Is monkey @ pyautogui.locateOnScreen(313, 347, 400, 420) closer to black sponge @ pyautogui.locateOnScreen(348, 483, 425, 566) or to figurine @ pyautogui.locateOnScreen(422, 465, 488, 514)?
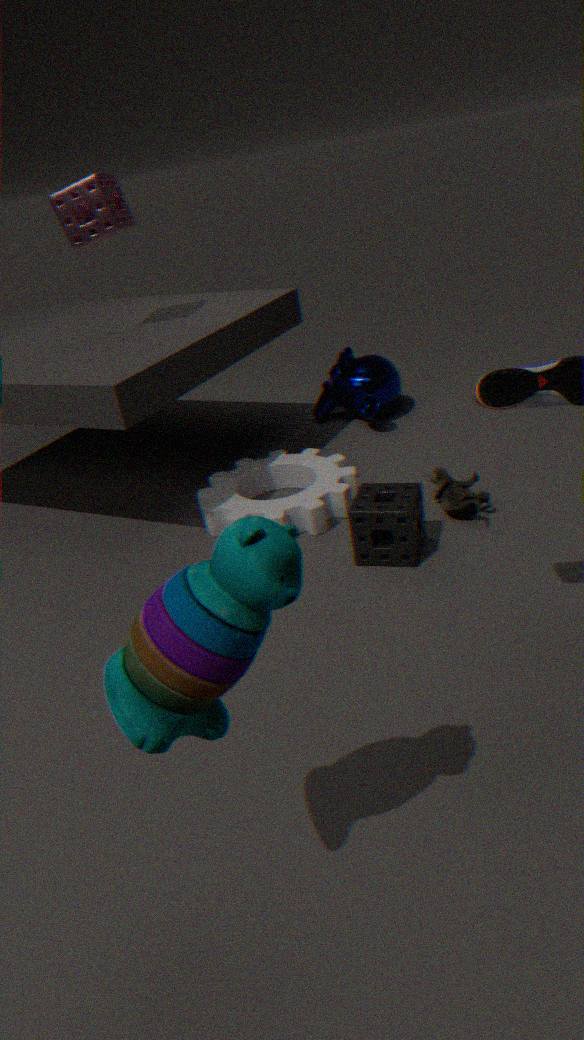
figurine @ pyautogui.locateOnScreen(422, 465, 488, 514)
